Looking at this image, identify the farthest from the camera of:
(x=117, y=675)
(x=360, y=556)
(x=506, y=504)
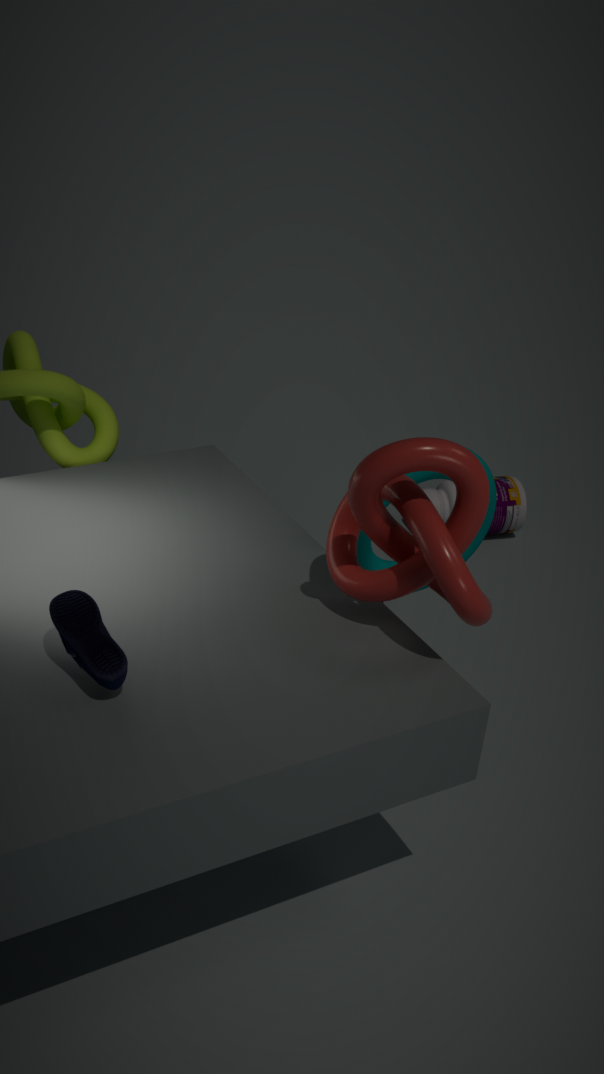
(x=506, y=504)
